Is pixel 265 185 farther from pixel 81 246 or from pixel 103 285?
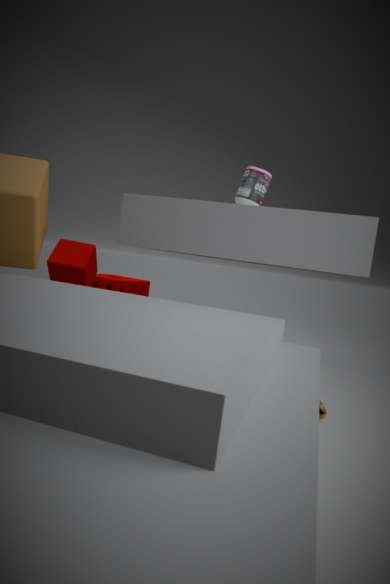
pixel 103 285
